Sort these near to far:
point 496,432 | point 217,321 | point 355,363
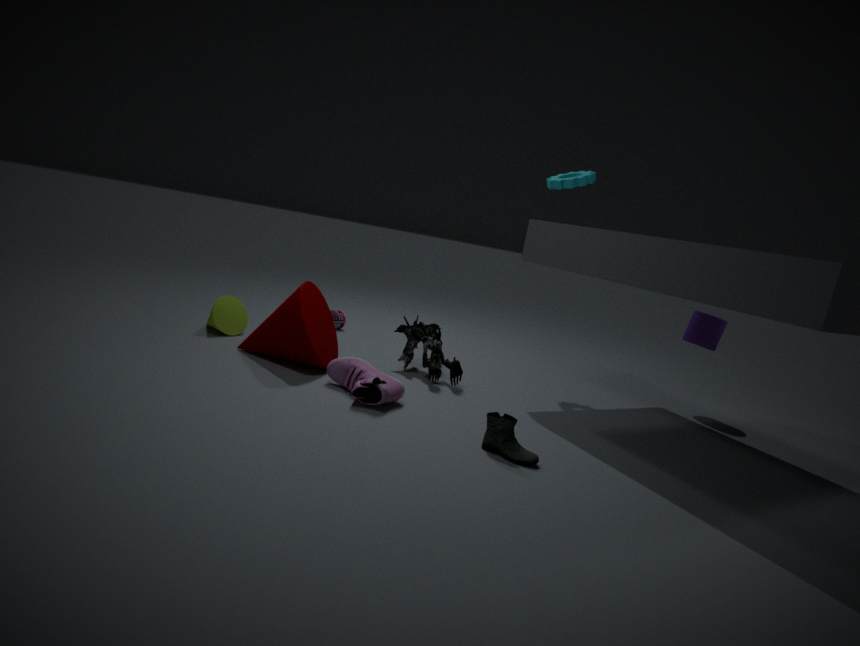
point 496,432 < point 355,363 < point 217,321
